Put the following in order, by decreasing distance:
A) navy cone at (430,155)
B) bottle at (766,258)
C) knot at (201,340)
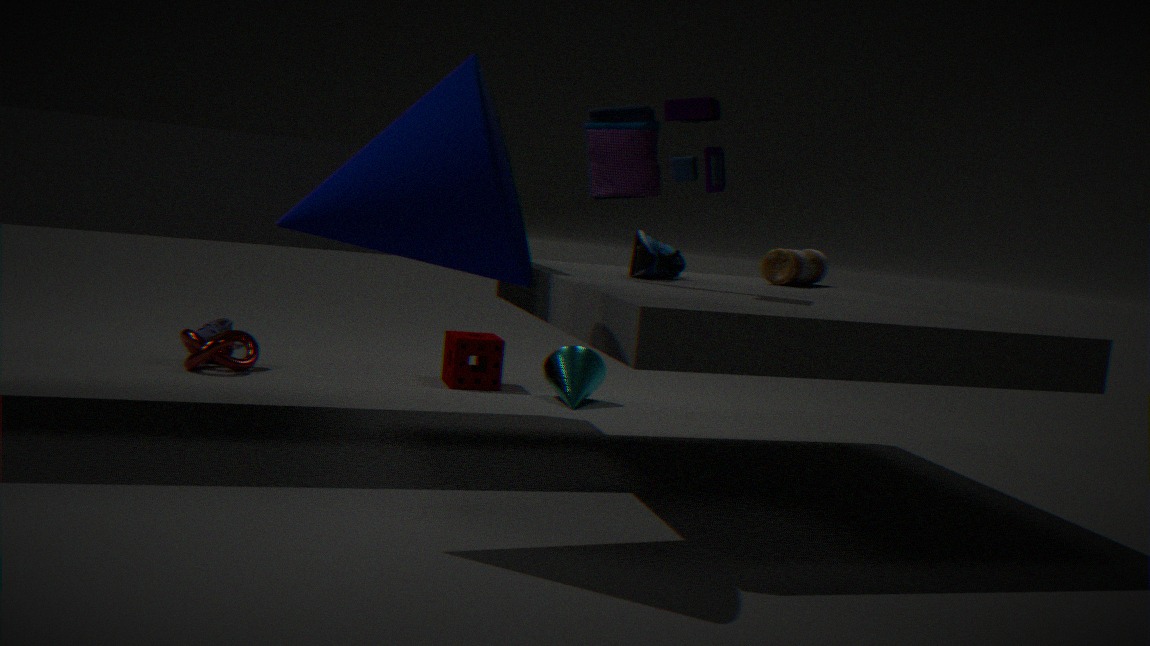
knot at (201,340) → bottle at (766,258) → navy cone at (430,155)
